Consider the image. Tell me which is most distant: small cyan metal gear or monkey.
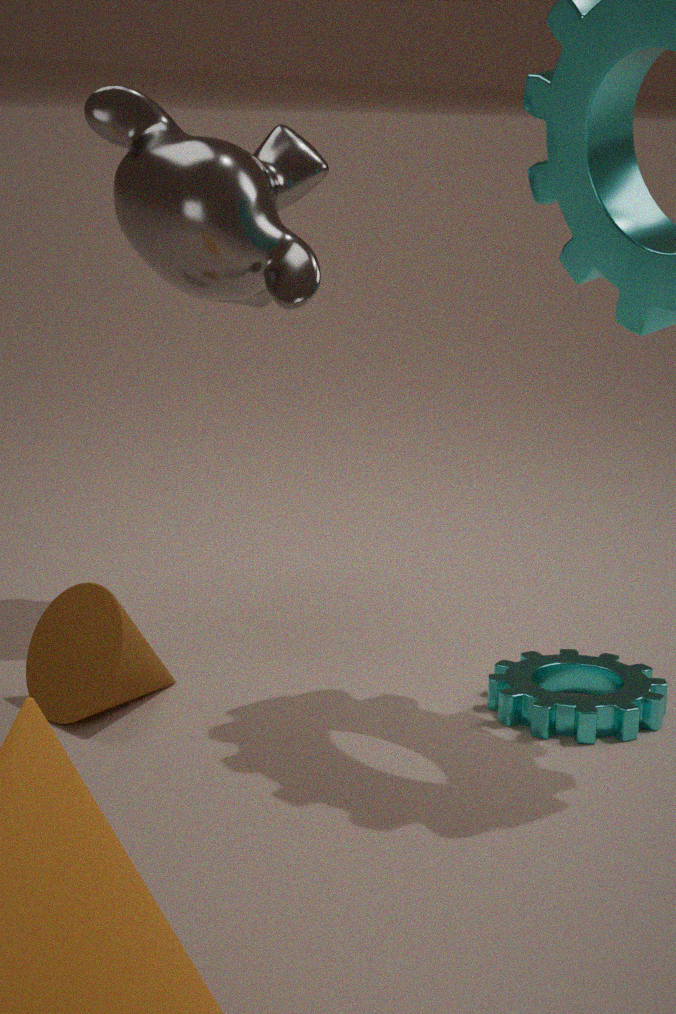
monkey
